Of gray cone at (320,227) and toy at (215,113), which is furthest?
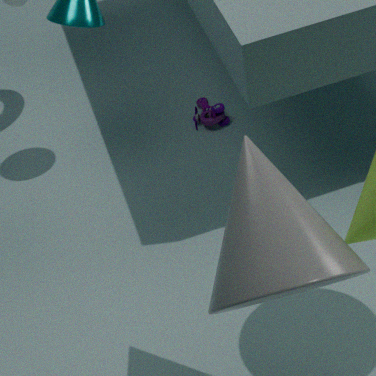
toy at (215,113)
